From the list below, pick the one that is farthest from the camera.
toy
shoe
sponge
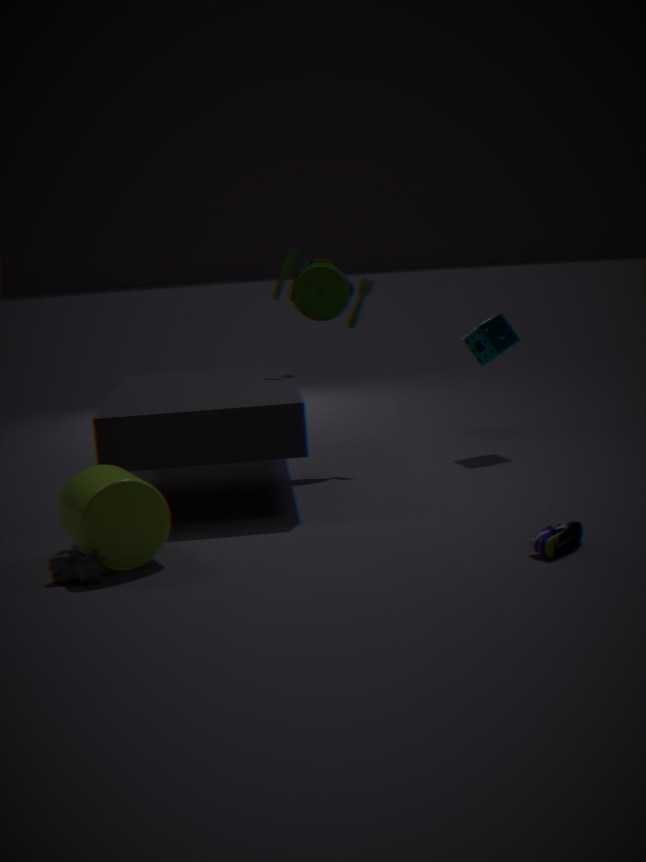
sponge
